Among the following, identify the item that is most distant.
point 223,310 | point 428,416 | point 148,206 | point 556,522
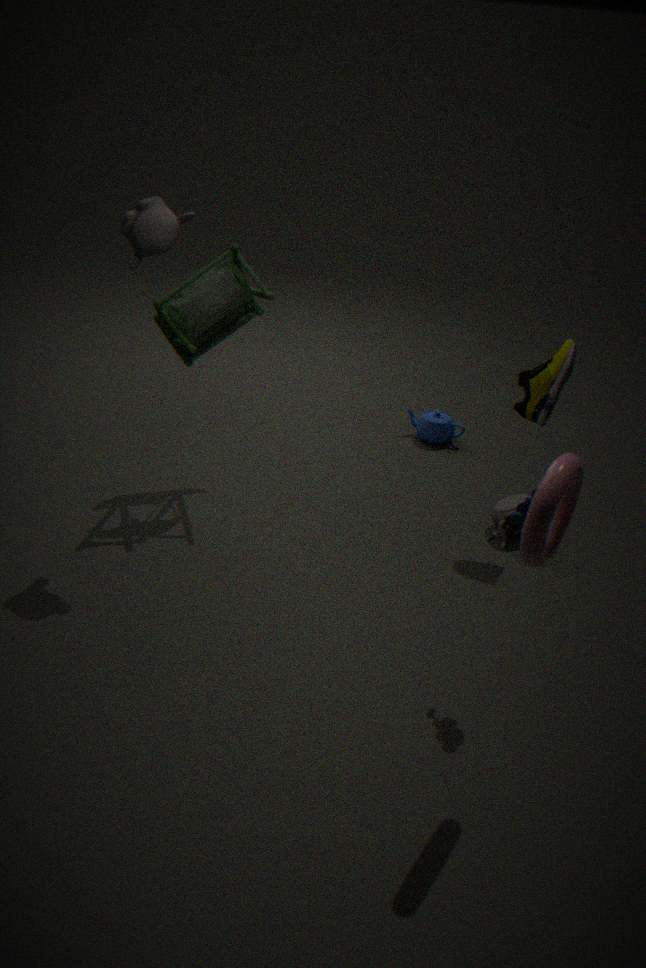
point 428,416
